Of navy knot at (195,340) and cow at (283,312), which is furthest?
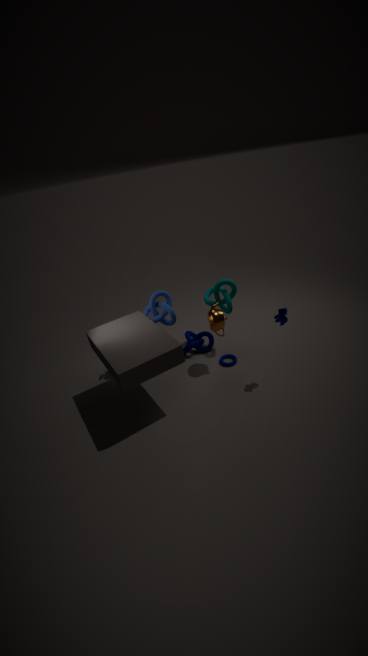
navy knot at (195,340)
